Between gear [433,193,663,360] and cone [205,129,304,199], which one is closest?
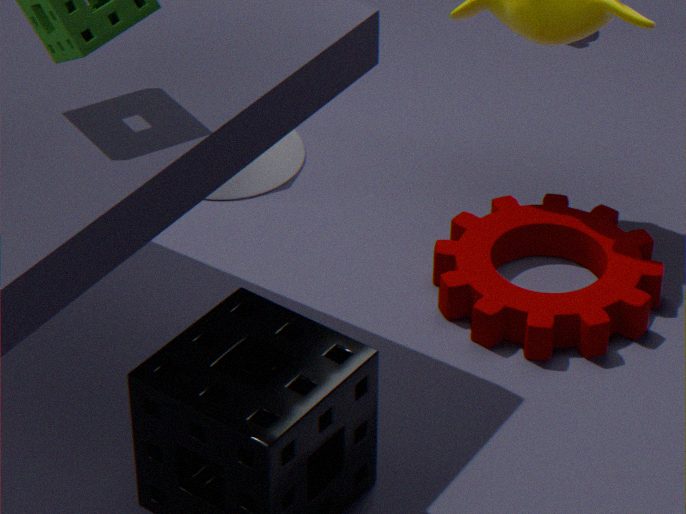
gear [433,193,663,360]
